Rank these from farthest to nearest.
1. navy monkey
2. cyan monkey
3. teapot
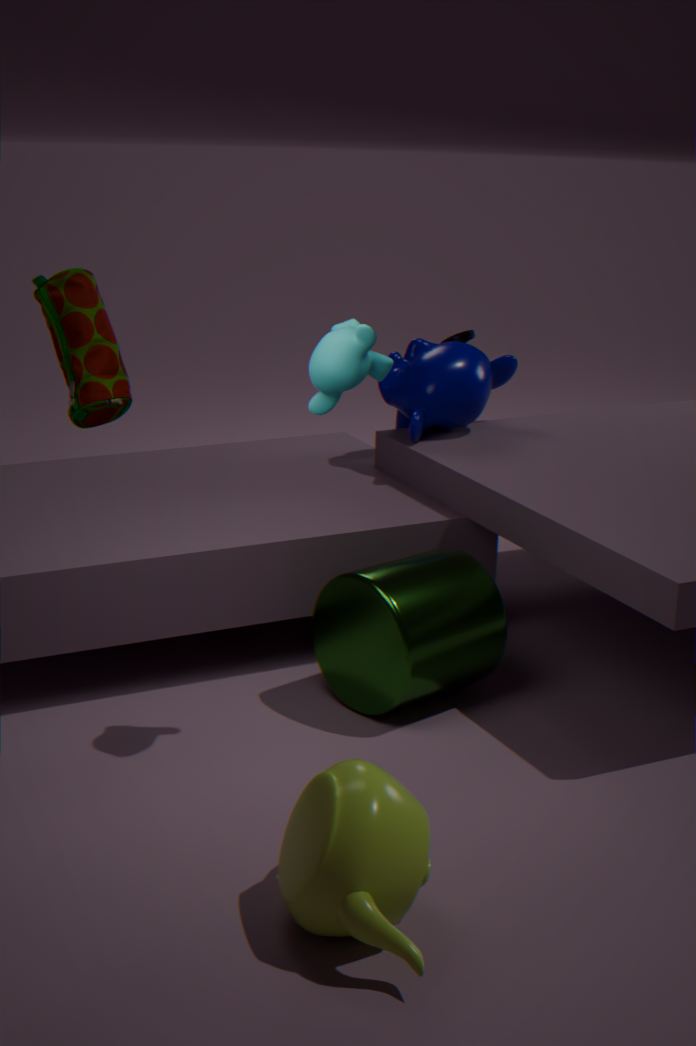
navy monkey
cyan monkey
teapot
